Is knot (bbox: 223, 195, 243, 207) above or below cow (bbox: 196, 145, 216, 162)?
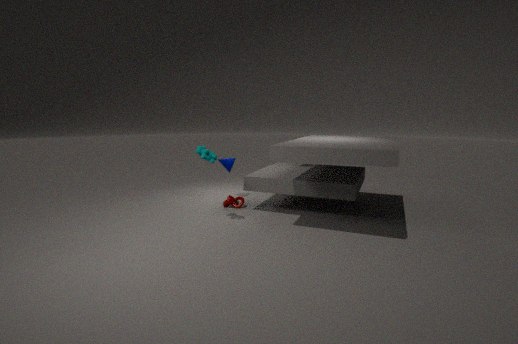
below
